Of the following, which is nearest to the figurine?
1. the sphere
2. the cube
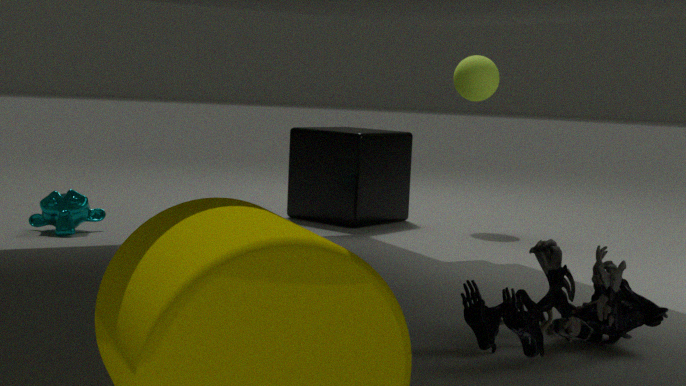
the cube
